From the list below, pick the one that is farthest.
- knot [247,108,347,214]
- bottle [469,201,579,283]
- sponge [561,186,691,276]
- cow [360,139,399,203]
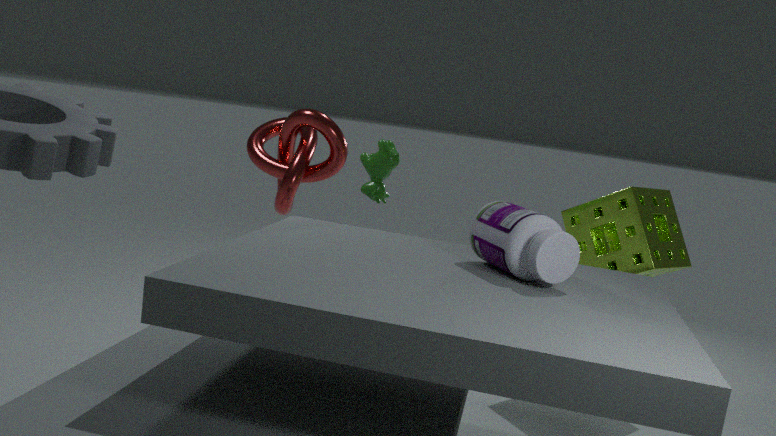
knot [247,108,347,214]
